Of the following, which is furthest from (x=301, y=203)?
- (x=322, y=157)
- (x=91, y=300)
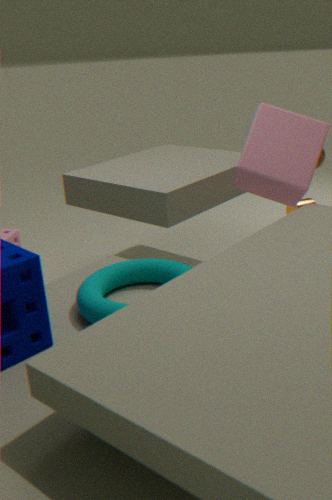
(x=91, y=300)
